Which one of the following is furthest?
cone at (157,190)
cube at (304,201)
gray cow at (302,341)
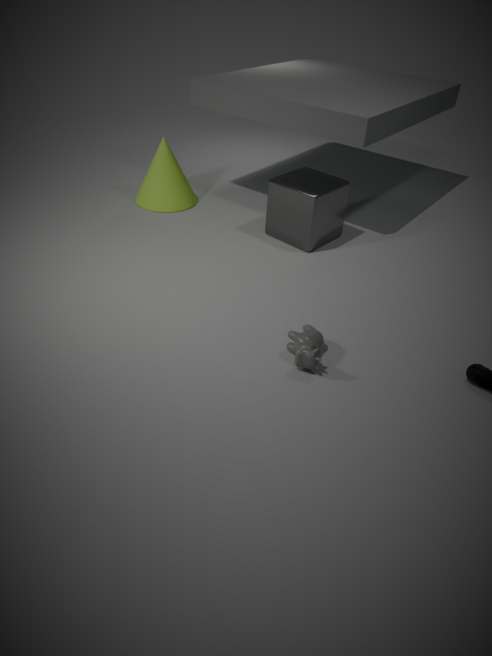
cone at (157,190)
